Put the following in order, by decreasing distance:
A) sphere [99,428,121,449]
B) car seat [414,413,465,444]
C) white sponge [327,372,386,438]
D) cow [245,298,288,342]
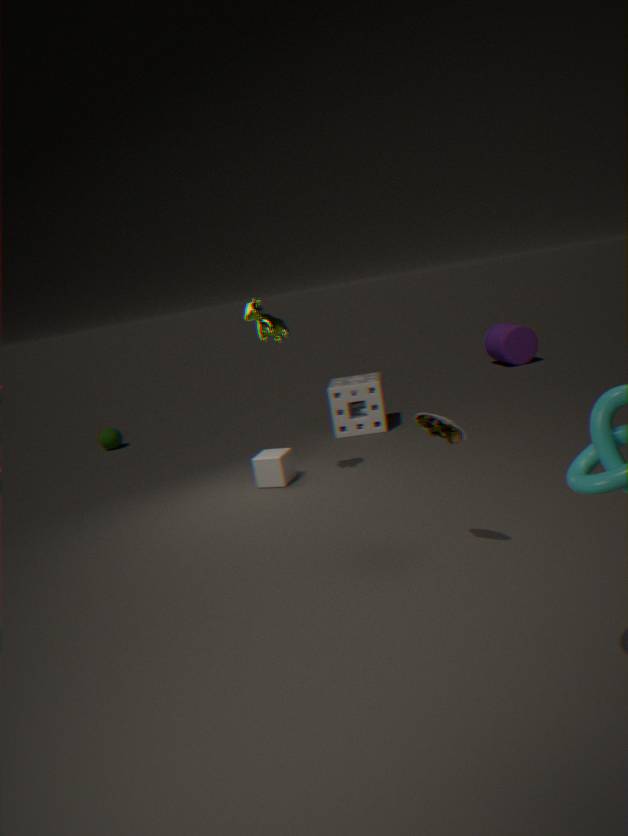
1. sphere [99,428,121,449]
2. white sponge [327,372,386,438]
3. cow [245,298,288,342]
4. car seat [414,413,465,444]
